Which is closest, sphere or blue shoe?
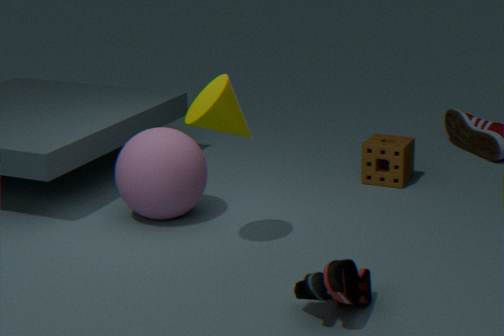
blue shoe
